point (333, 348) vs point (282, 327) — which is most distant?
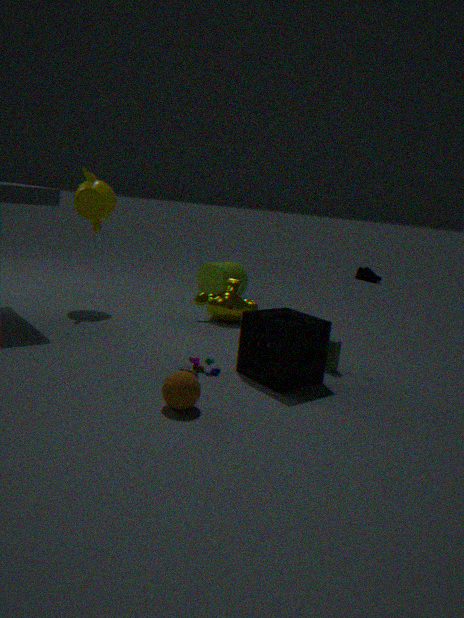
point (333, 348)
